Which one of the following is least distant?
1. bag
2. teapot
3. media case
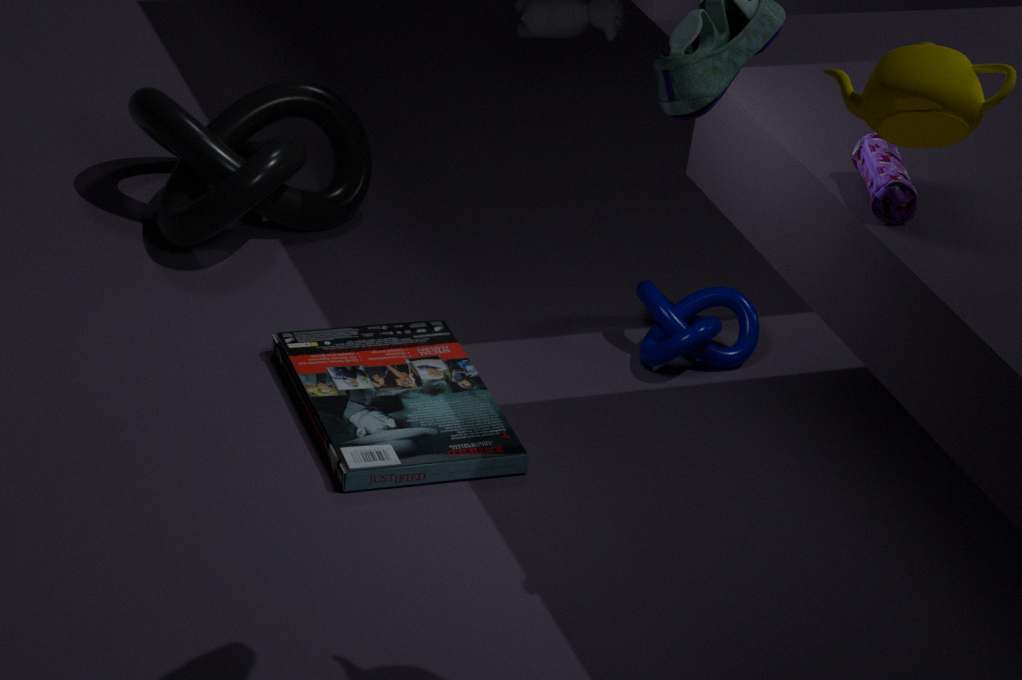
teapot
